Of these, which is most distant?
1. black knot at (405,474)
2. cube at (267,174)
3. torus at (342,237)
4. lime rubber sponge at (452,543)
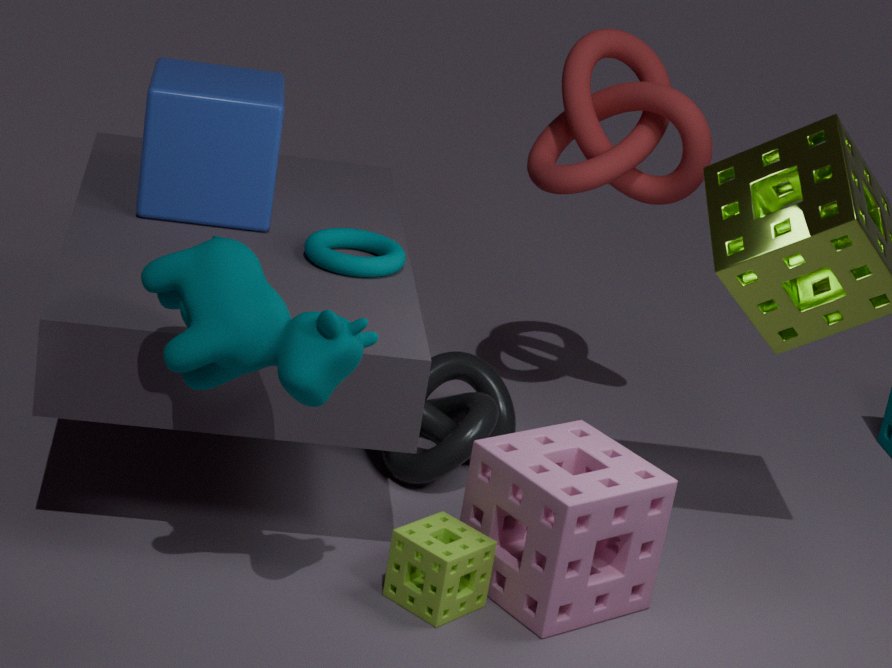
black knot at (405,474)
